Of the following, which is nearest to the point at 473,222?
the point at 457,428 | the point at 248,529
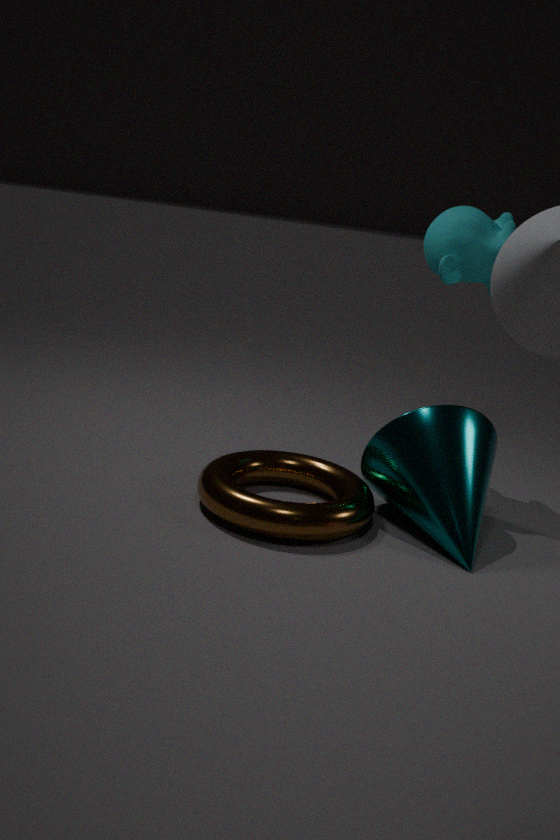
the point at 457,428
